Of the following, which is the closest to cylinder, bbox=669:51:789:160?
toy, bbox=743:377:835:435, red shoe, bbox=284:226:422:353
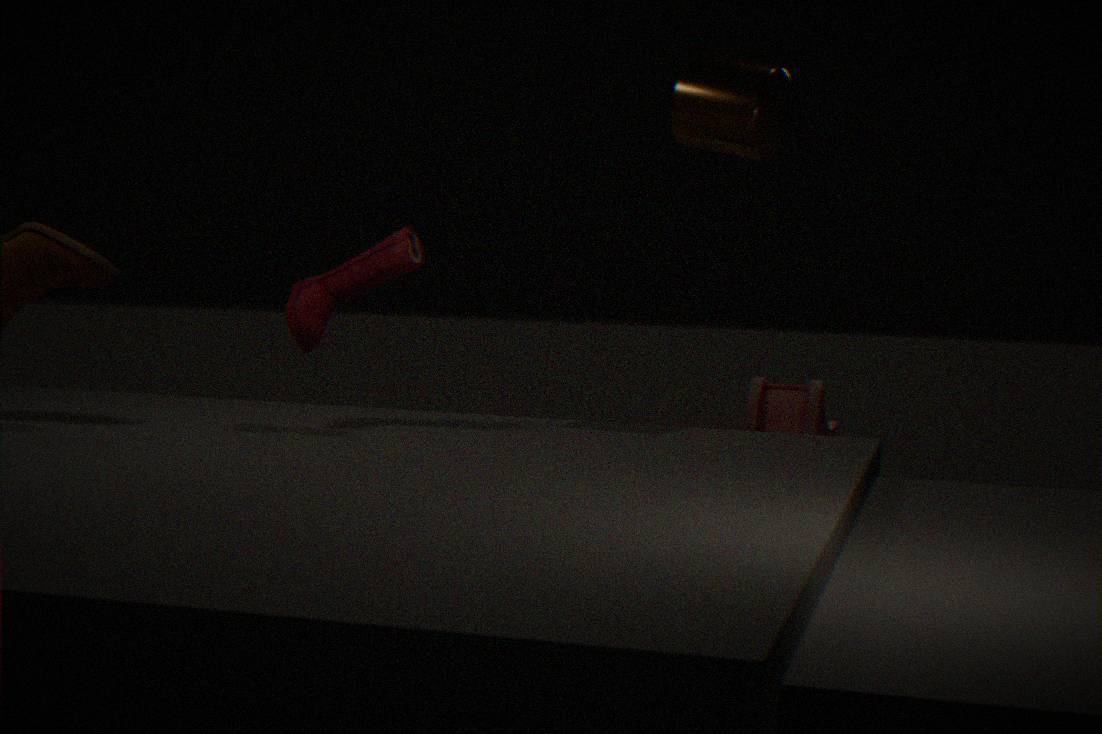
toy, bbox=743:377:835:435
